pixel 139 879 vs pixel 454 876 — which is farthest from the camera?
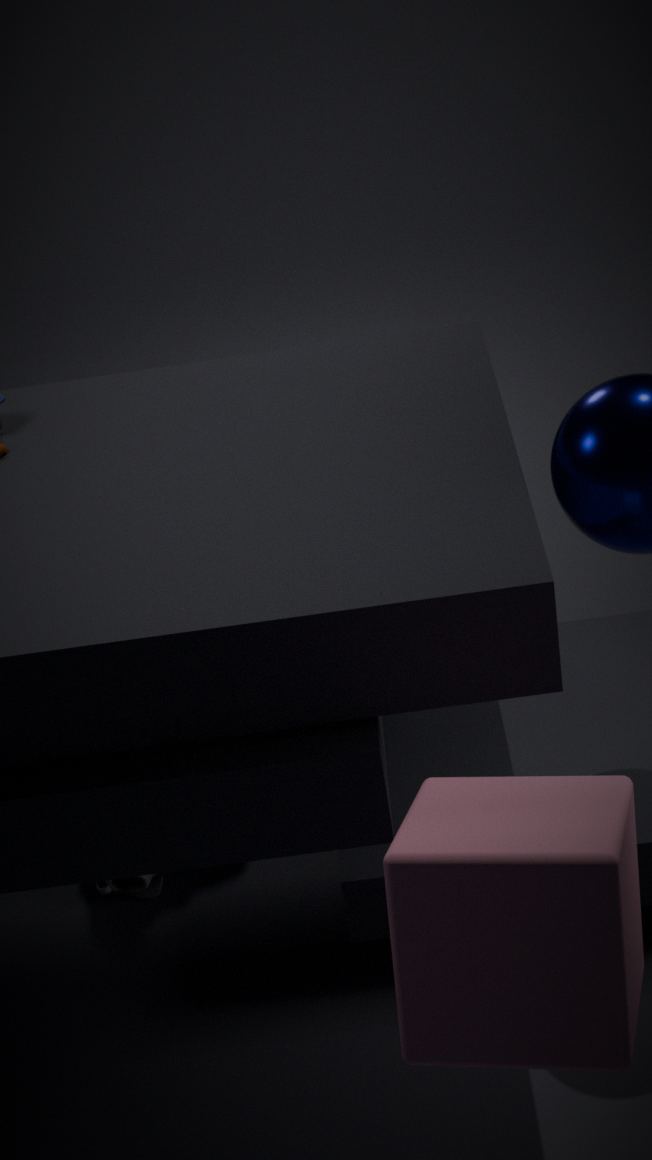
pixel 139 879
